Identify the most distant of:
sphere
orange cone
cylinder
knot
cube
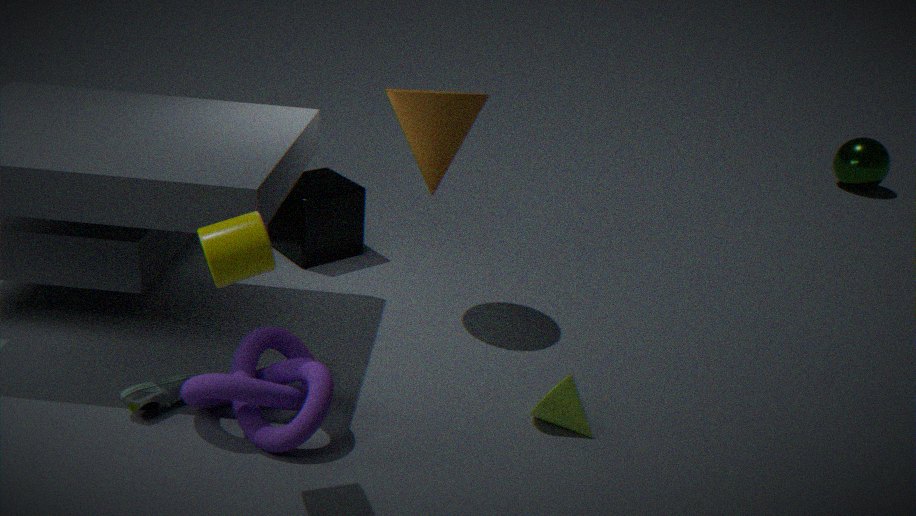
sphere
